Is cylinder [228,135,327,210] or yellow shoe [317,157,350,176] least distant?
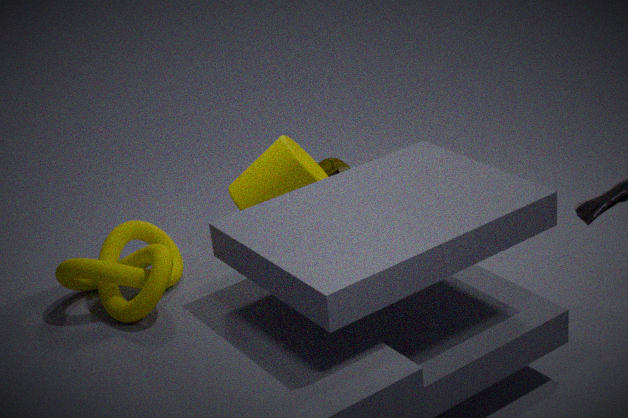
cylinder [228,135,327,210]
